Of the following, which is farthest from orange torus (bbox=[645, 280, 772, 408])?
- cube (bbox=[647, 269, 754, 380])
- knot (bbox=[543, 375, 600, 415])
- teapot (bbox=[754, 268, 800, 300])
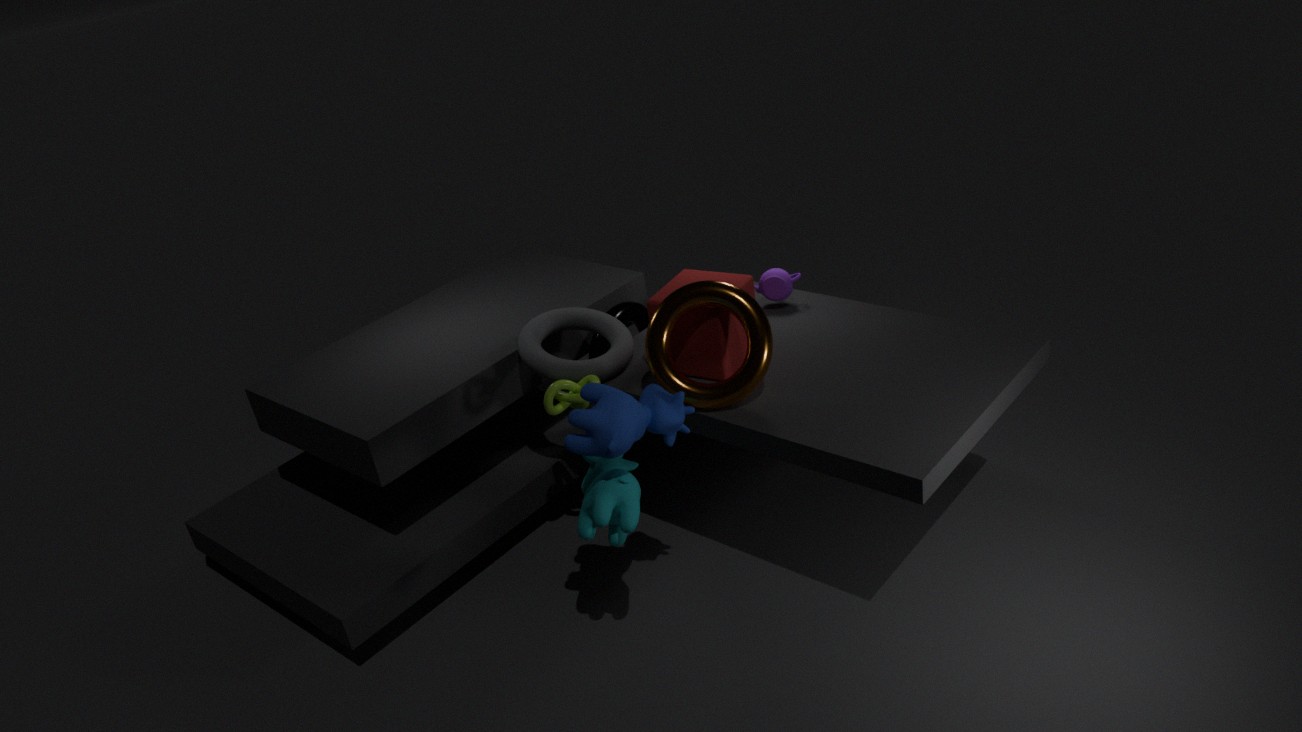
teapot (bbox=[754, 268, 800, 300])
